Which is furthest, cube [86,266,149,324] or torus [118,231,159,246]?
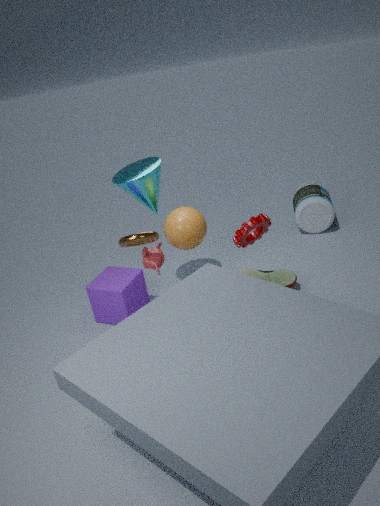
cube [86,266,149,324]
